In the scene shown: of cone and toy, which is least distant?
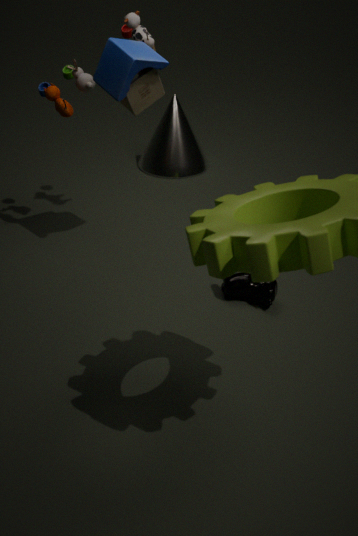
toy
